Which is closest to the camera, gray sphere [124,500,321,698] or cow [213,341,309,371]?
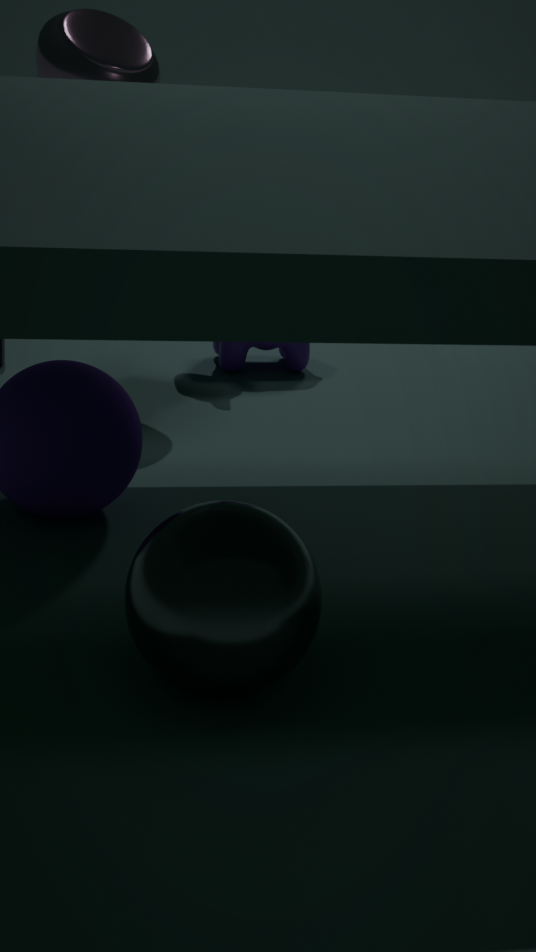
gray sphere [124,500,321,698]
